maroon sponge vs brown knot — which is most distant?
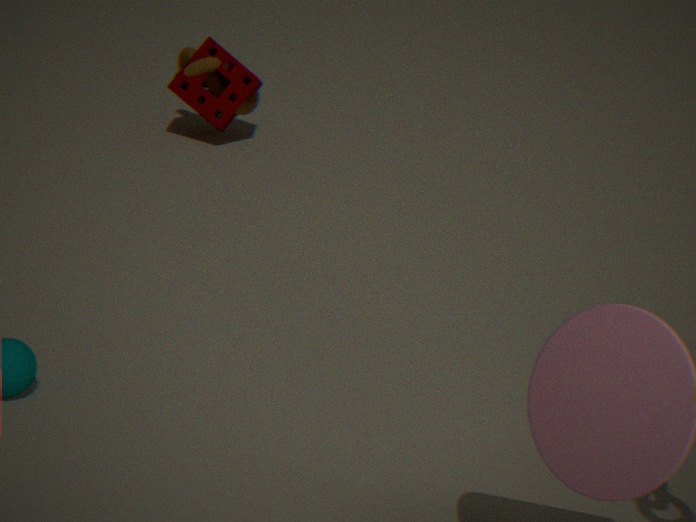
maroon sponge
